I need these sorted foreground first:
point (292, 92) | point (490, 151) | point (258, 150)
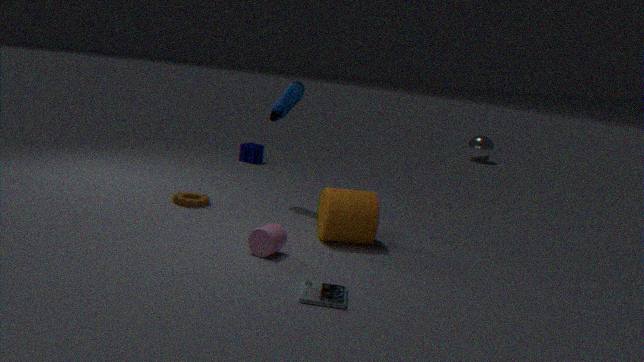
point (292, 92) → point (258, 150) → point (490, 151)
